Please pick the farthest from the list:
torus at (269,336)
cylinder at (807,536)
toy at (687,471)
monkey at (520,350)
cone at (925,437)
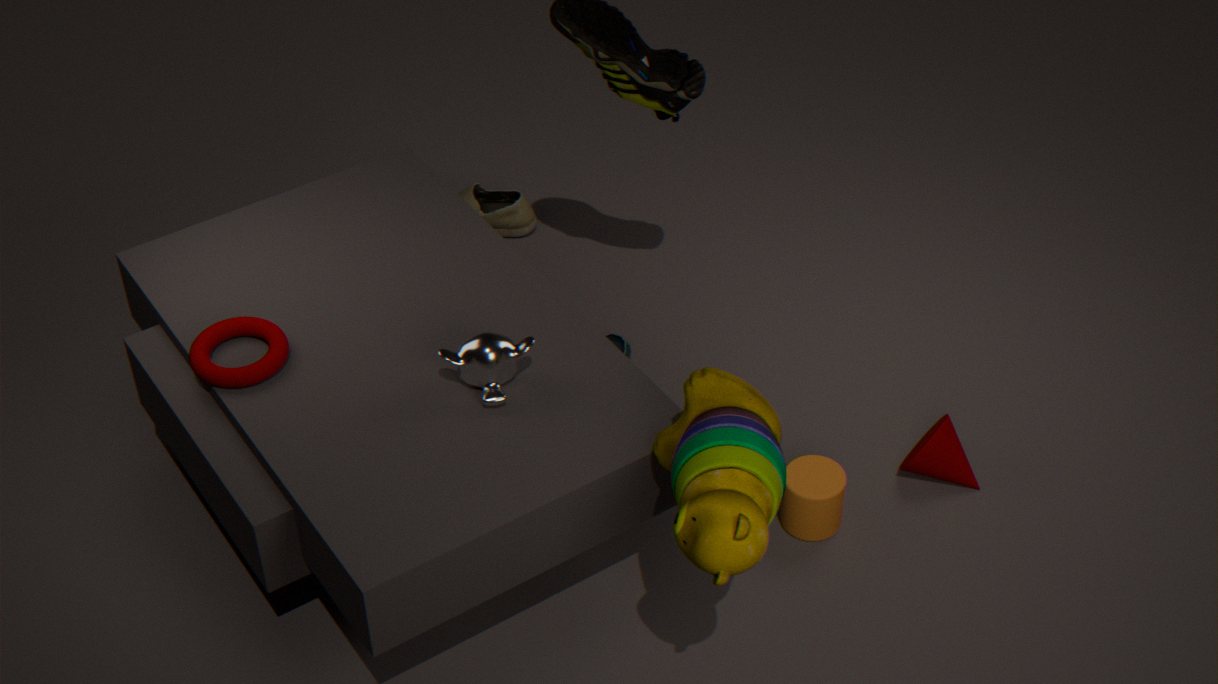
cone at (925,437)
